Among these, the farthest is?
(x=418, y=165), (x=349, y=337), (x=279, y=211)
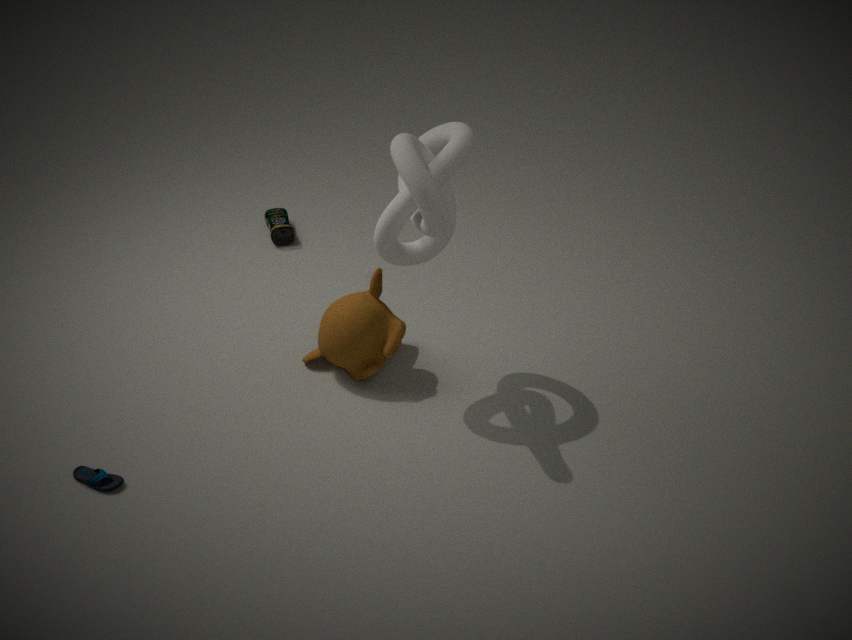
(x=279, y=211)
